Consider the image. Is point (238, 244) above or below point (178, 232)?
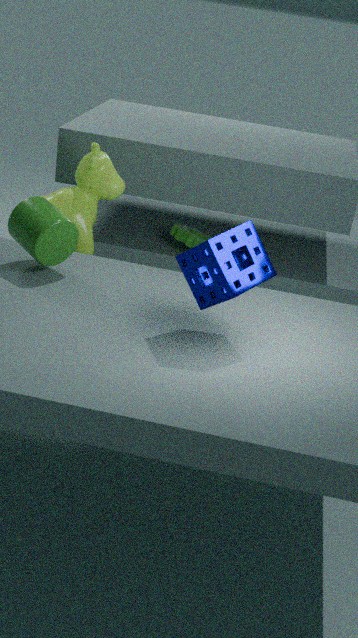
above
